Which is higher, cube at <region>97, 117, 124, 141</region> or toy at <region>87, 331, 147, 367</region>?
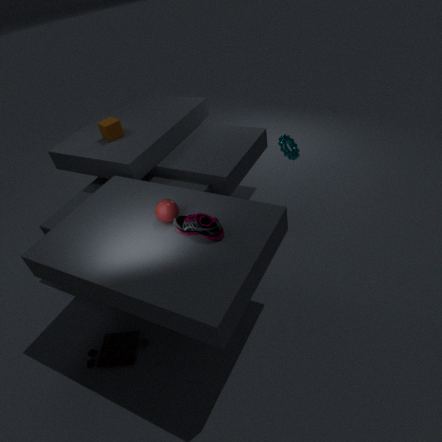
cube at <region>97, 117, 124, 141</region>
